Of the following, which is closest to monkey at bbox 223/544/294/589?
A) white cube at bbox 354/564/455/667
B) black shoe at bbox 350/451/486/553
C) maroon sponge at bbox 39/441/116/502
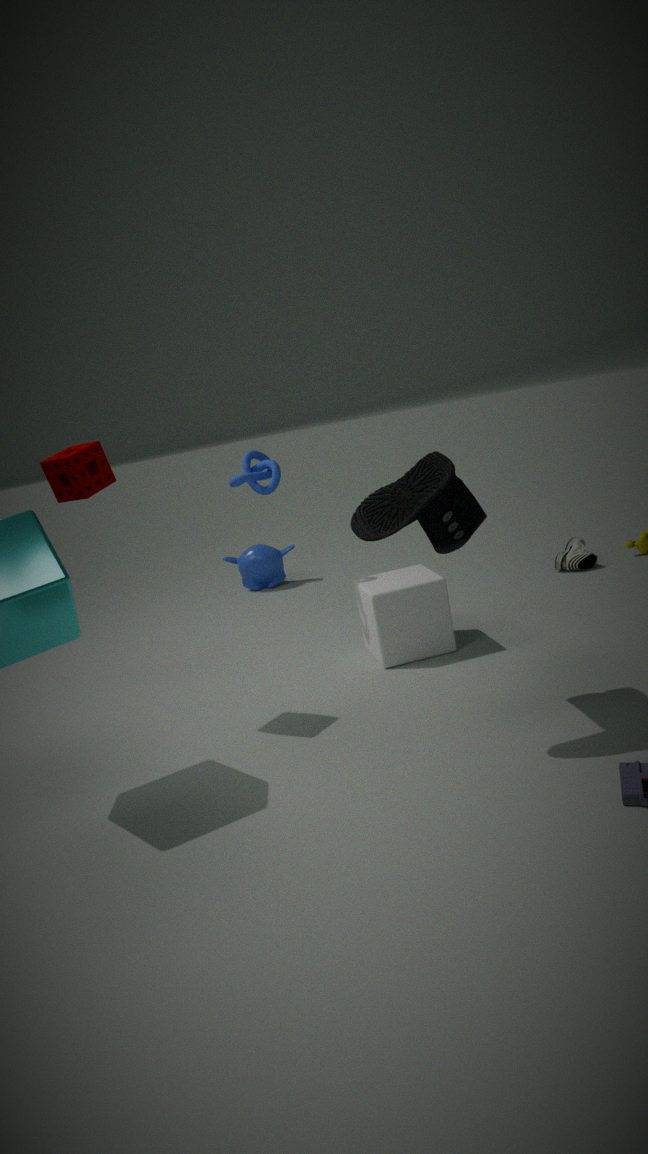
white cube at bbox 354/564/455/667
